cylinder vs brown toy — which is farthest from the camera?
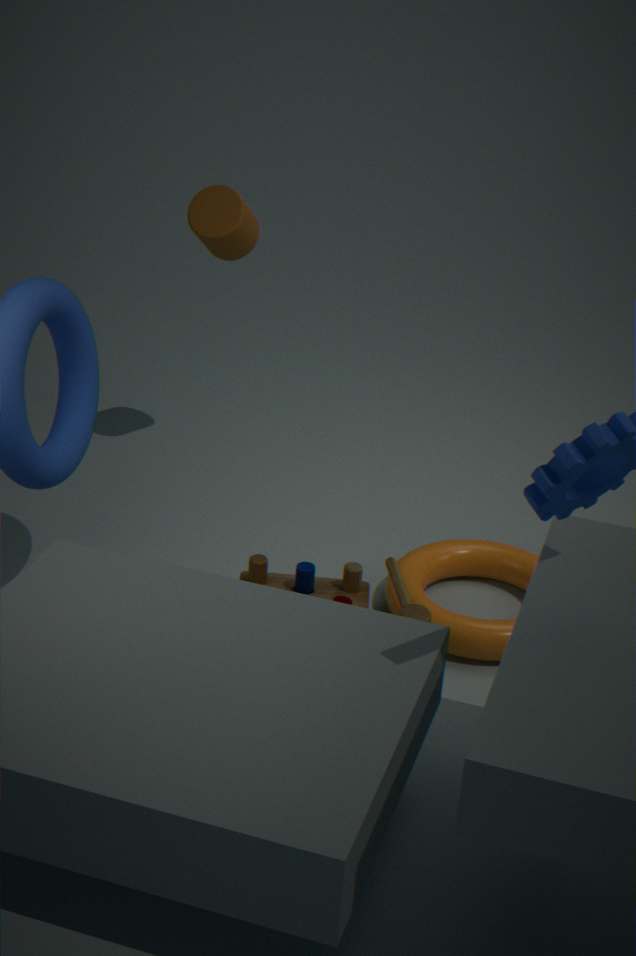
cylinder
